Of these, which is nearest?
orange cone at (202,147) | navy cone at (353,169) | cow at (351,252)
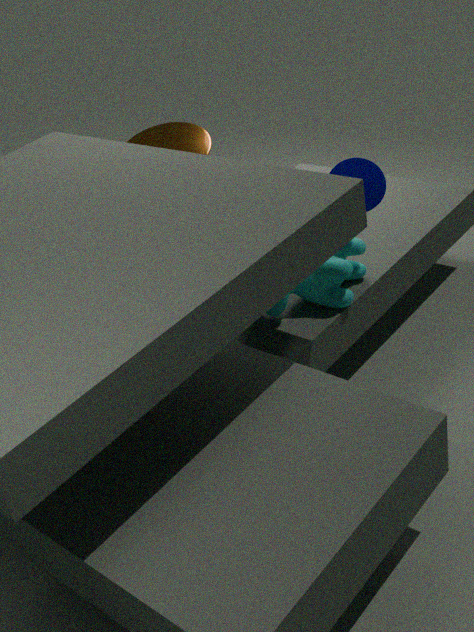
navy cone at (353,169)
